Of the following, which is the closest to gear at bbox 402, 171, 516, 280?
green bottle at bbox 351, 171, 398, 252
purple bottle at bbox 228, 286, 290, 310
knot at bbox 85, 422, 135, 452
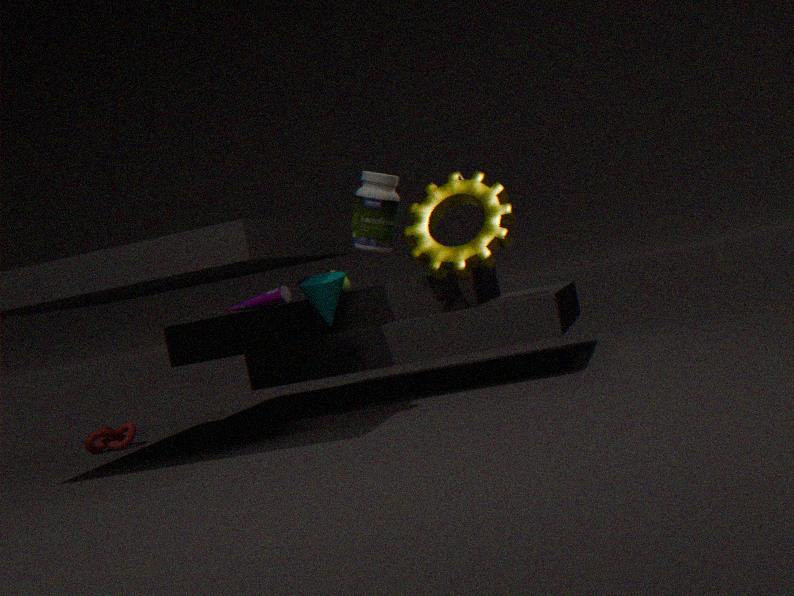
green bottle at bbox 351, 171, 398, 252
